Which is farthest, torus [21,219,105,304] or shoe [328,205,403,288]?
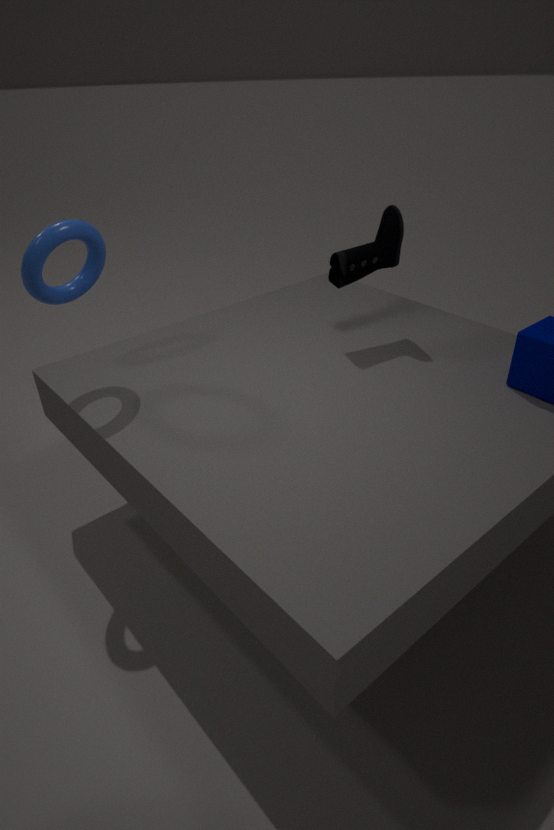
shoe [328,205,403,288]
